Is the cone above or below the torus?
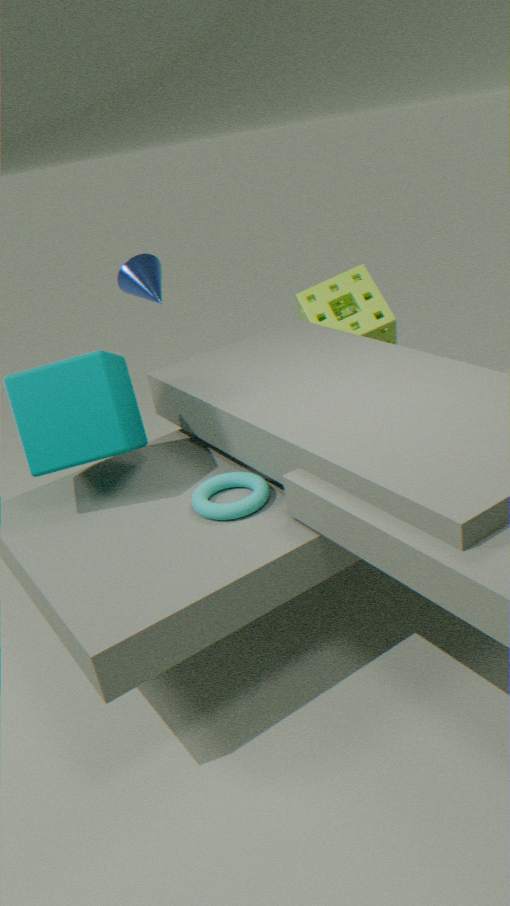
above
